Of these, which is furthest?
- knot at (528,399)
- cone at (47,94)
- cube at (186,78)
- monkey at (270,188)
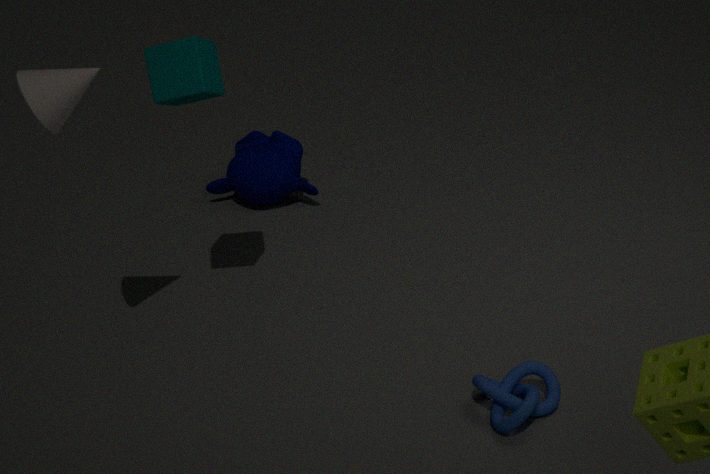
monkey at (270,188)
